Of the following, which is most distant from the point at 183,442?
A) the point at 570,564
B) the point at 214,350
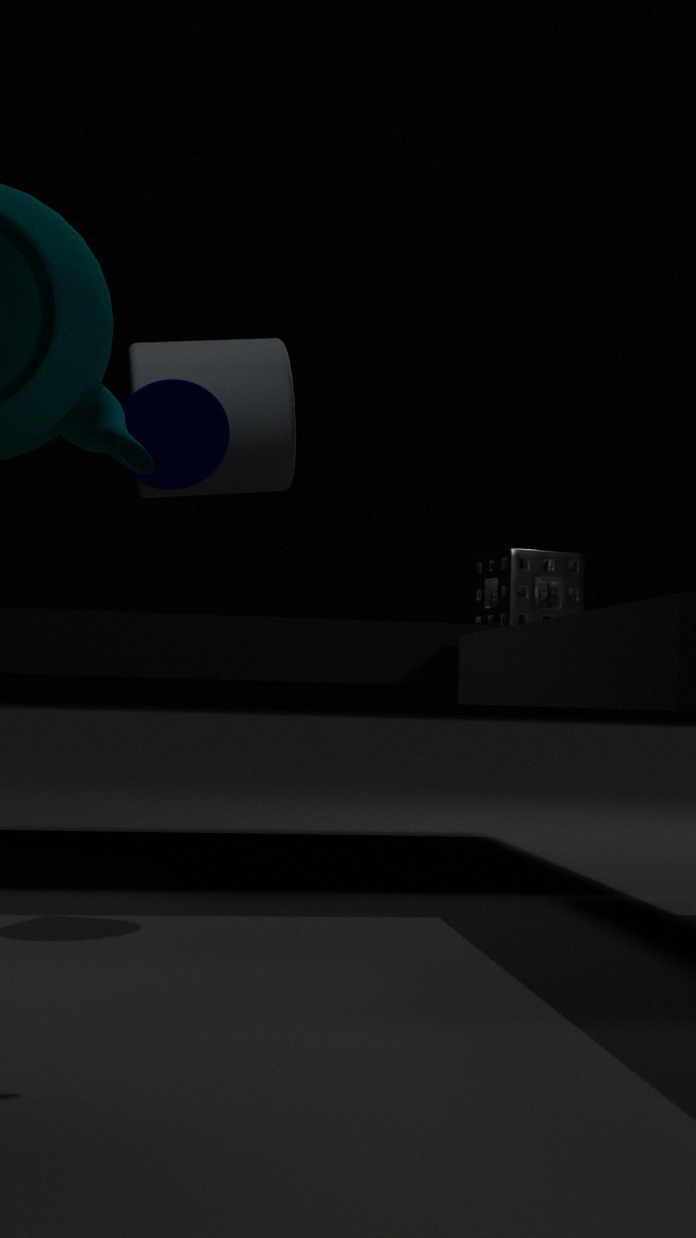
the point at 570,564
